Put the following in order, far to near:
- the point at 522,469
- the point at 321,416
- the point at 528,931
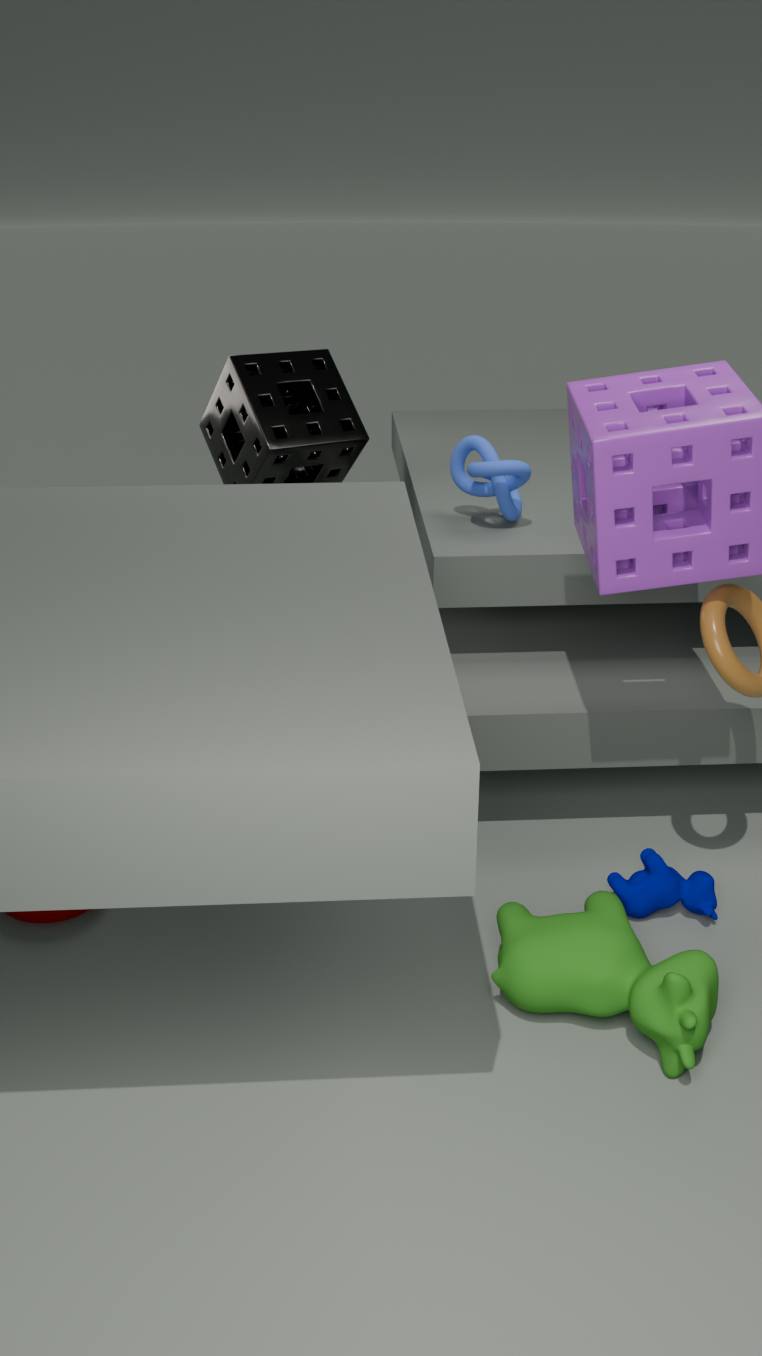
the point at 321,416
the point at 522,469
the point at 528,931
